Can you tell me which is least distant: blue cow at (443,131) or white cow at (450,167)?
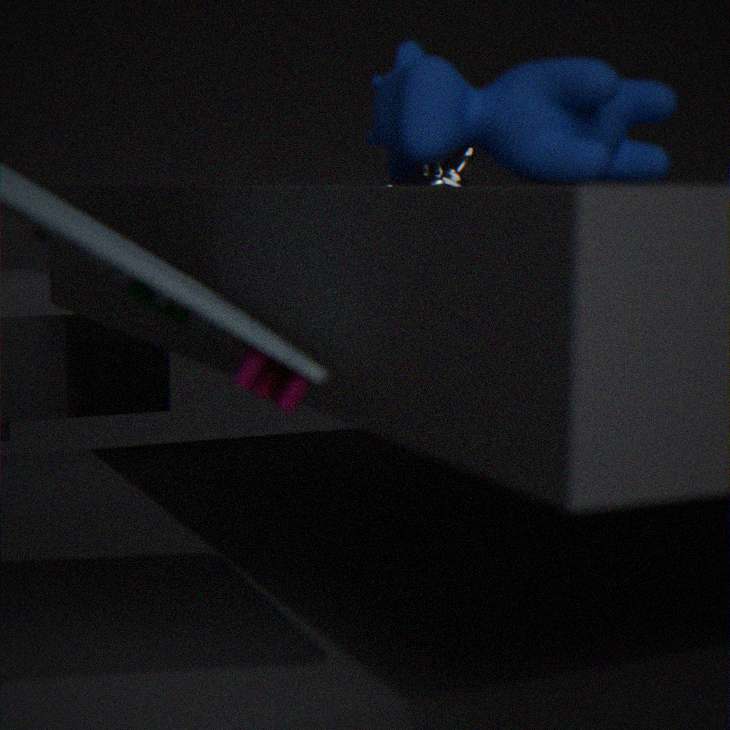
blue cow at (443,131)
